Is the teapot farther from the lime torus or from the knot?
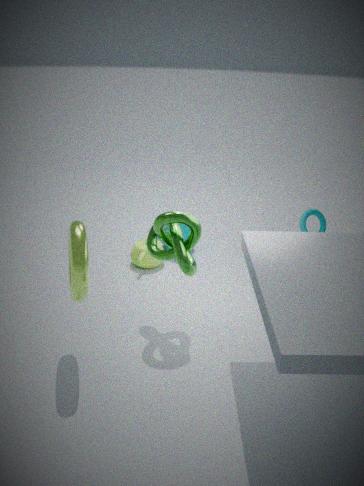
the lime torus
